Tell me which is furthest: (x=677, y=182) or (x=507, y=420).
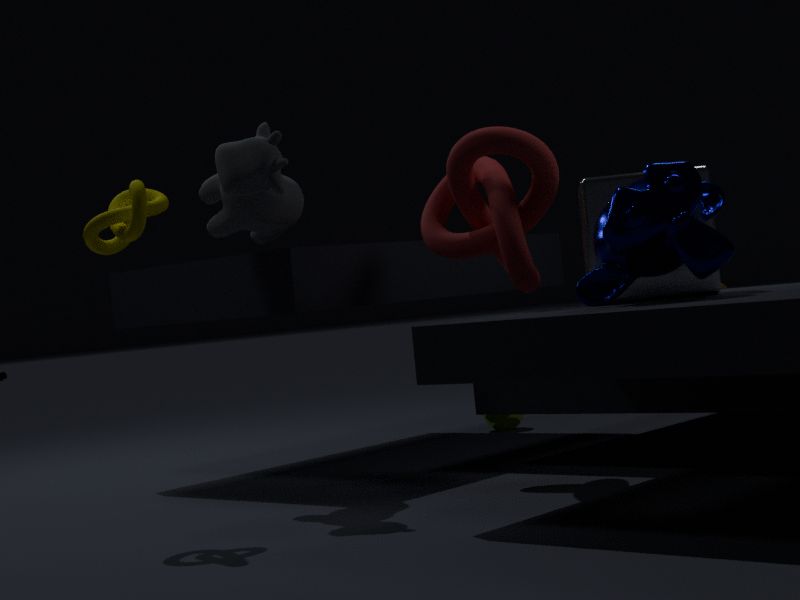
(x=507, y=420)
